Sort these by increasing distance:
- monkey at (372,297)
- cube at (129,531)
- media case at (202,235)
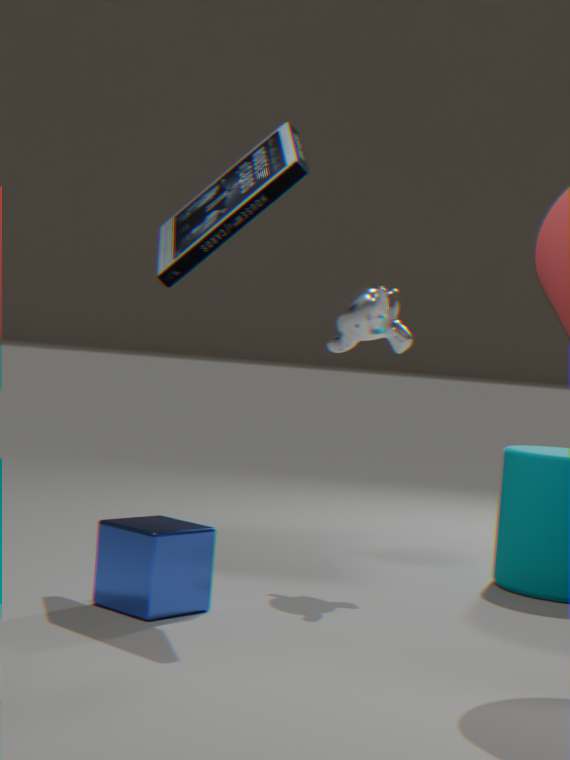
cube at (129,531) < media case at (202,235) < monkey at (372,297)
